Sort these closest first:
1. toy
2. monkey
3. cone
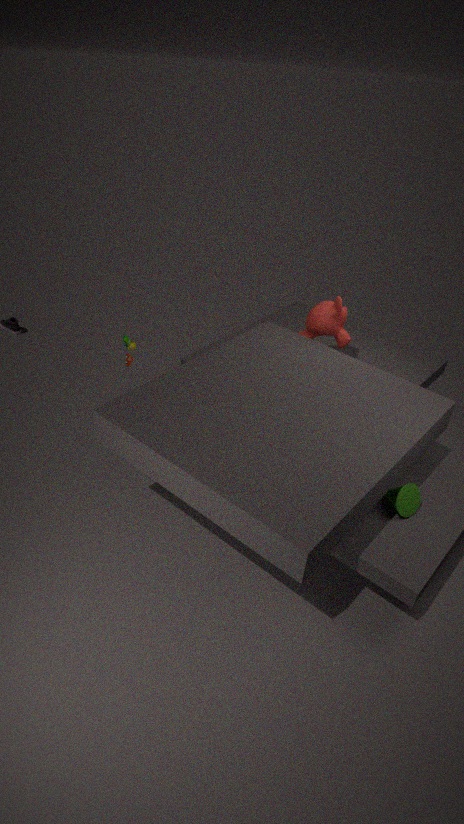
cone
toy
monkey
